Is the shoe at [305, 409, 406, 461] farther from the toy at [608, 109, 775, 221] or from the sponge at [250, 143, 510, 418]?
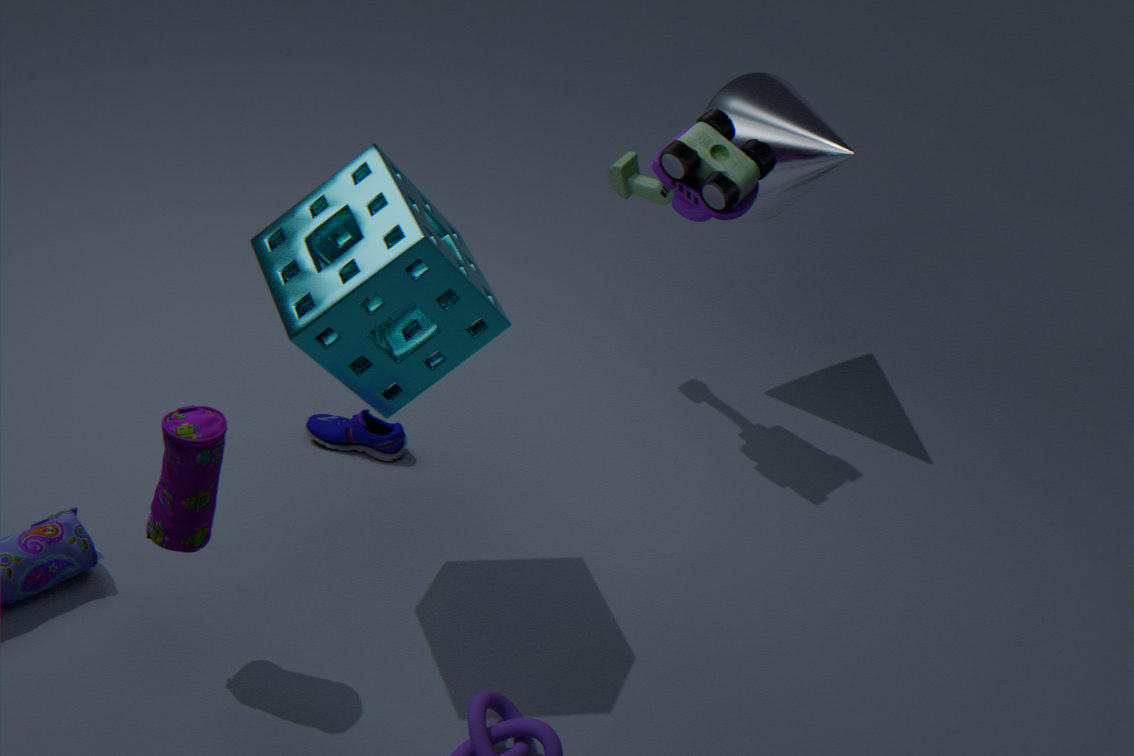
the toy at [608, 109, 775, 221]
